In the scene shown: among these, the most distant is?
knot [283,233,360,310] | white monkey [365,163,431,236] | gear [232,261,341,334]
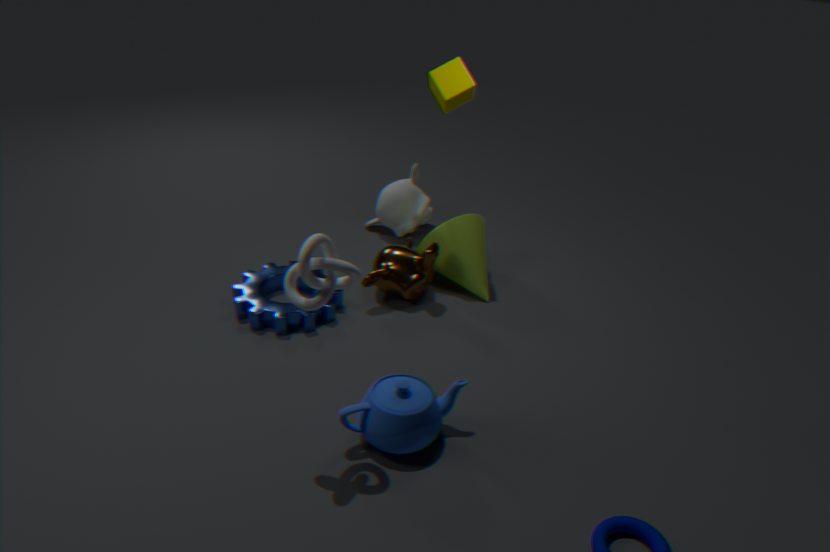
white monkey [365,163,431,236]
